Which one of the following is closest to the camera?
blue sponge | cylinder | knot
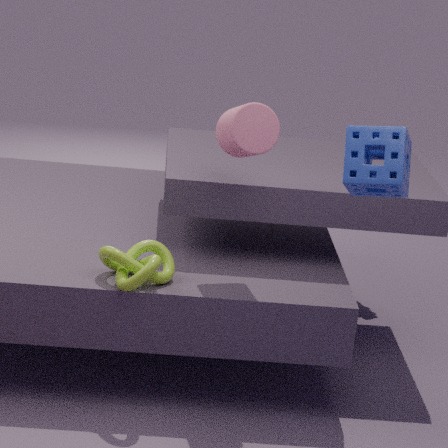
blue sponge
